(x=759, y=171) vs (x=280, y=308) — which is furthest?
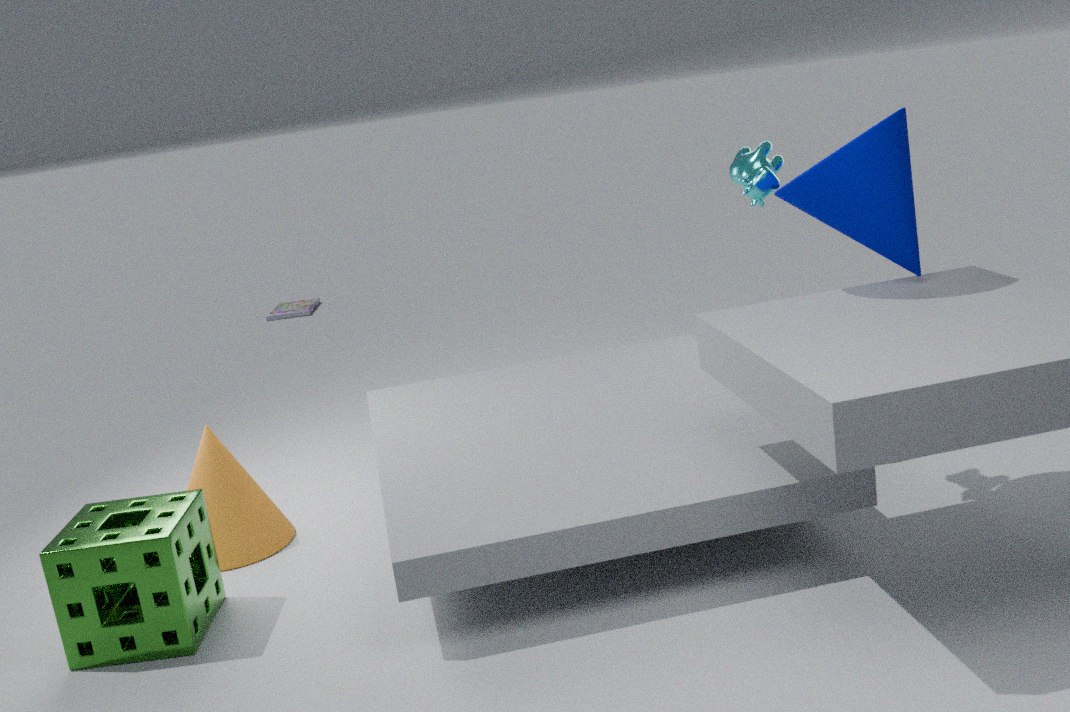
(x=280, y=308)
